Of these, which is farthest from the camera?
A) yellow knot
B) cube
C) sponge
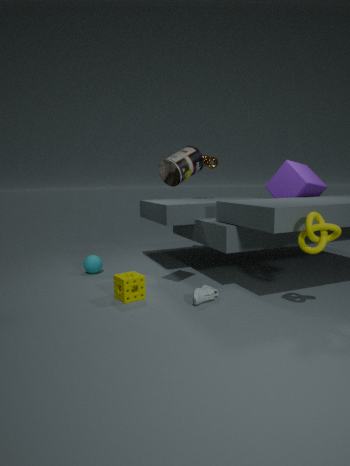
cube
